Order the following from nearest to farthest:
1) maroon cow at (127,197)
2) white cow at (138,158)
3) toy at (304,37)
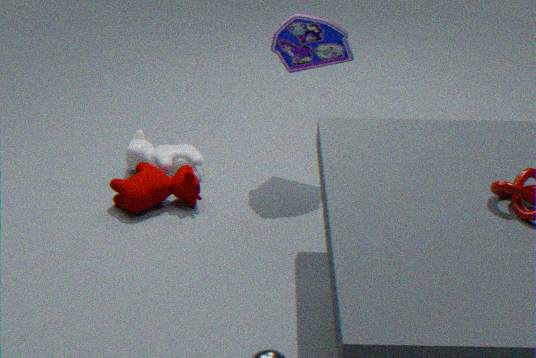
3. toy at (304,37) → 1. maroon cow at (127,197) → 2. white cow at (138,158)
